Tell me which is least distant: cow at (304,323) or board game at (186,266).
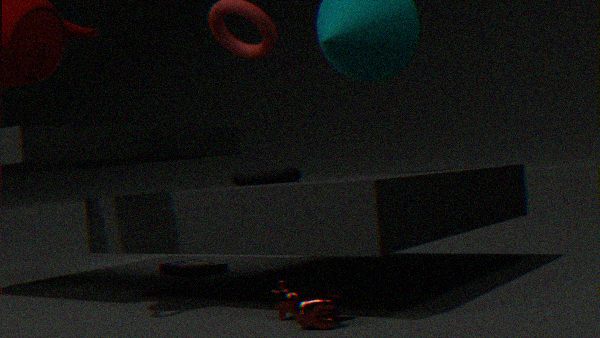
cow at (304,323)
